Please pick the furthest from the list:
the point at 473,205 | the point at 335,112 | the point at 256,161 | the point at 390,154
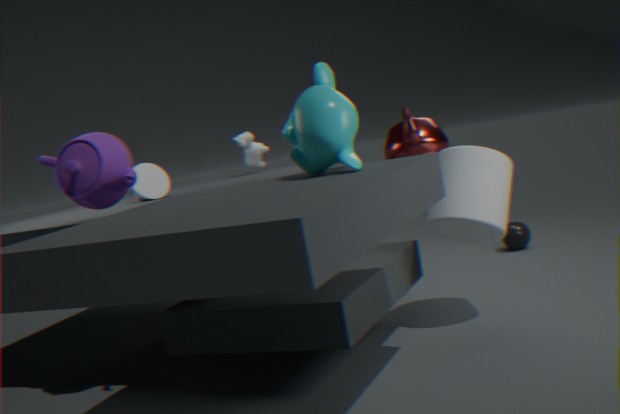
the point at 256,161
